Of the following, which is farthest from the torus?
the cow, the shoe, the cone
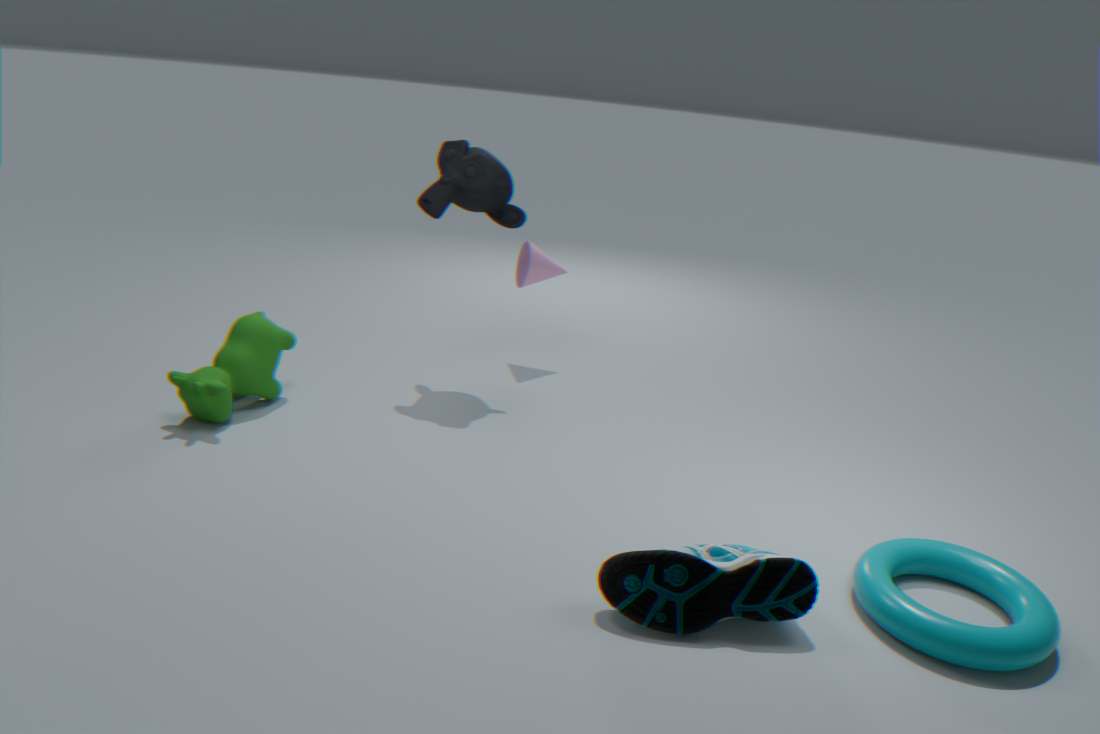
the cow
